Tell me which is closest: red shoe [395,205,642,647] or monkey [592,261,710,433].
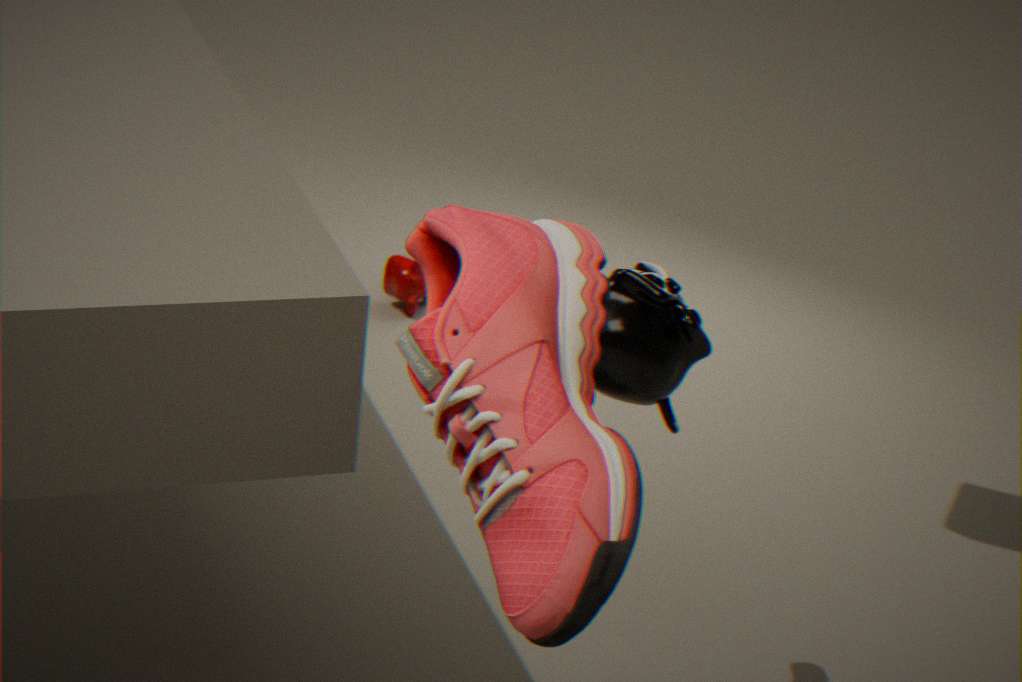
red shoe [395,205,642,647]
